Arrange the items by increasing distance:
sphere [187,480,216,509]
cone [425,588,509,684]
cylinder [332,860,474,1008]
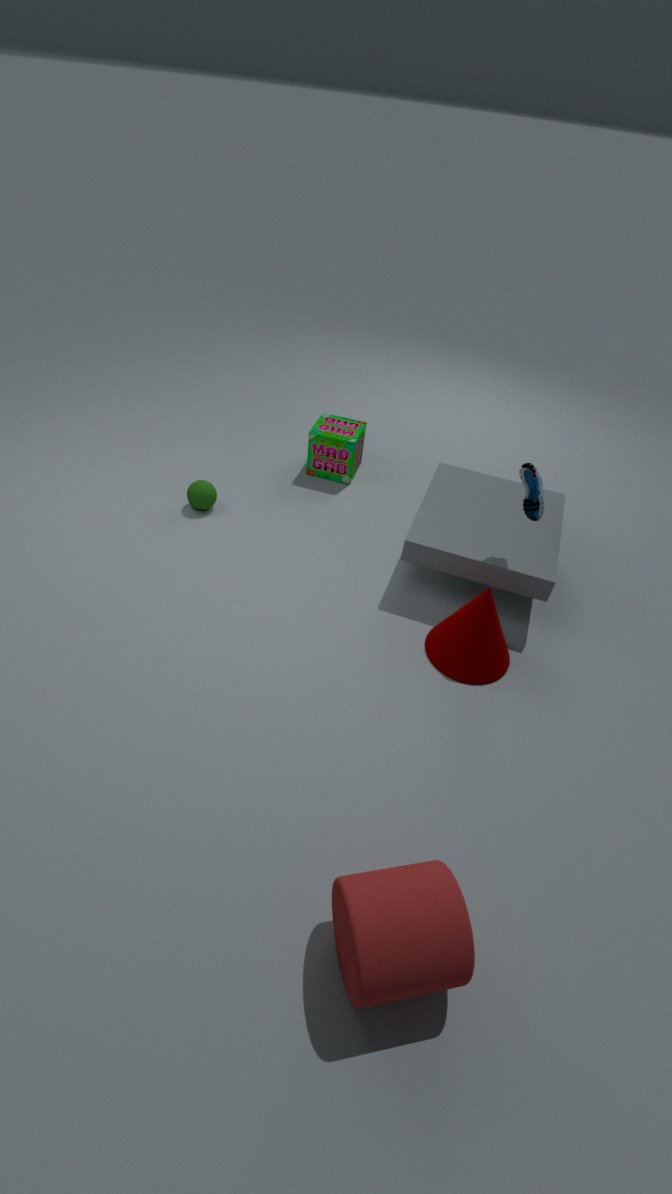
1. cylinder [332,860,474,1008]
2. cone [425,588,509,684]
3. sphere [187,480,216,509]
